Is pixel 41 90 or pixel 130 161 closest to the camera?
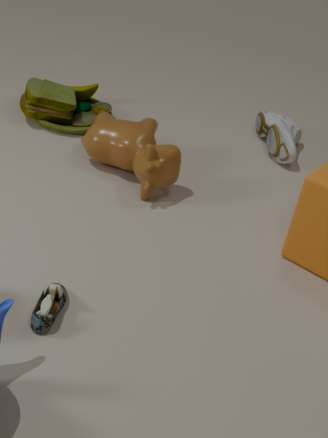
pixel 130 161
